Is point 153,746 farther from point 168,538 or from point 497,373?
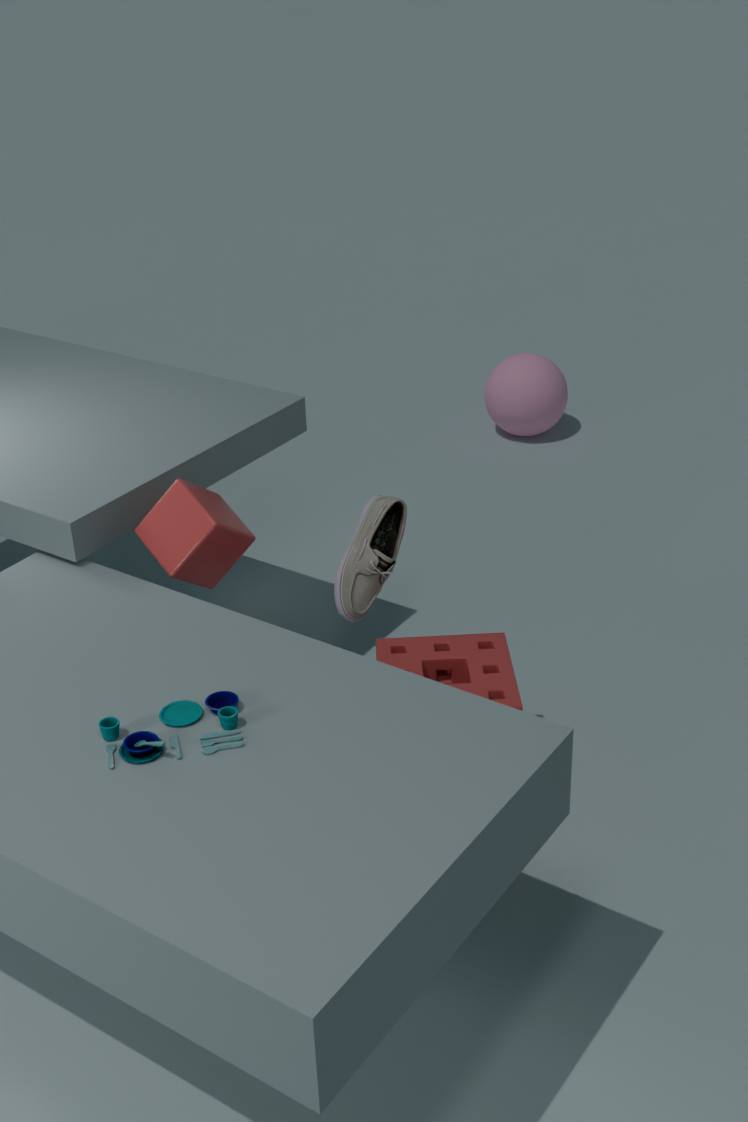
point 497,373
